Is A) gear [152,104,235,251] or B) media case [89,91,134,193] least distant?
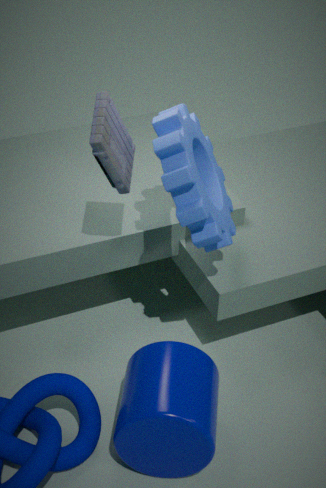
B. media case [89,91,134,193]
